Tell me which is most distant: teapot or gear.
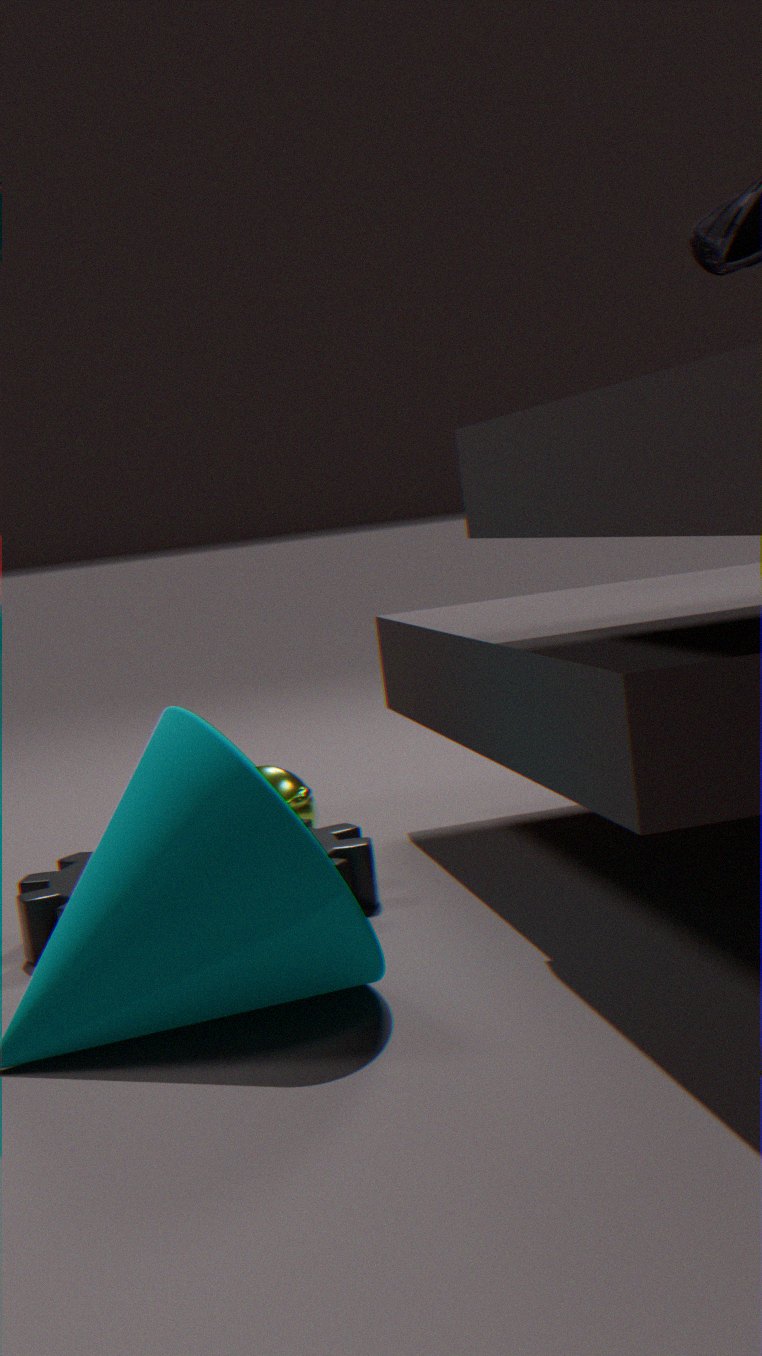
teapot
